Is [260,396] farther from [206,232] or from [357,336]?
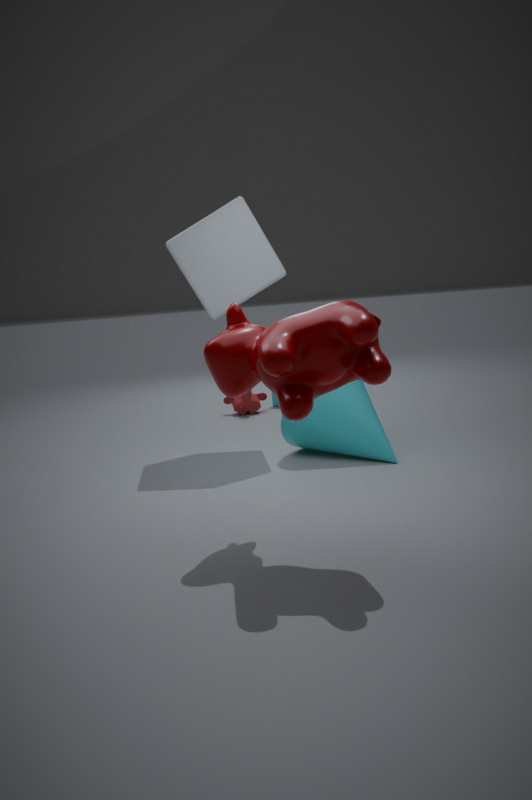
[357,336]
